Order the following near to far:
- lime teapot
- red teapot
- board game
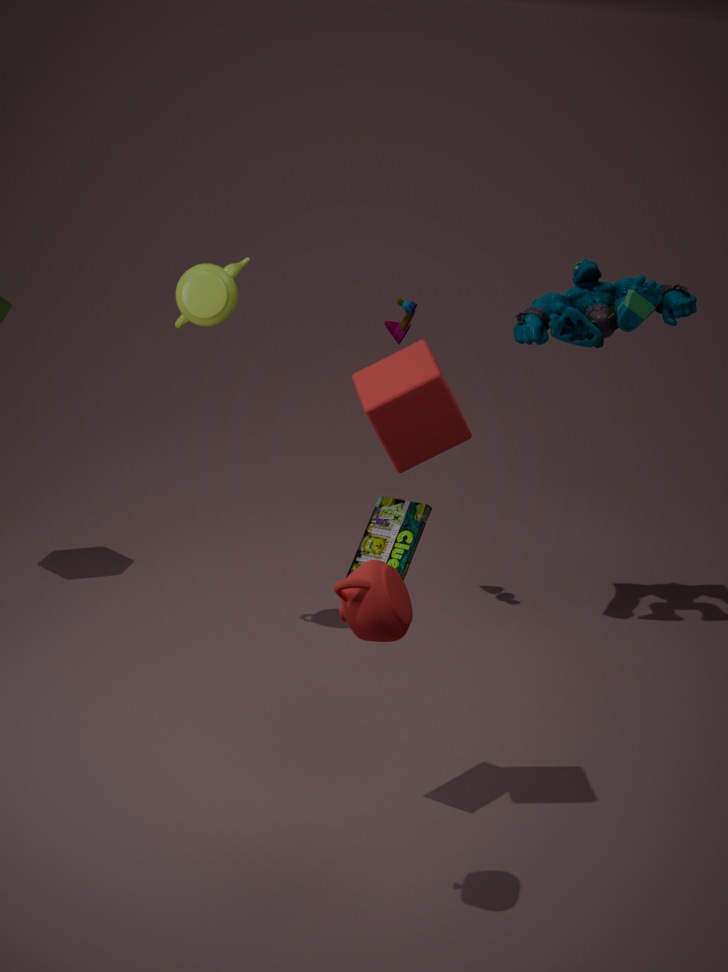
1. red teapot
2. board game
3. lime teapot
